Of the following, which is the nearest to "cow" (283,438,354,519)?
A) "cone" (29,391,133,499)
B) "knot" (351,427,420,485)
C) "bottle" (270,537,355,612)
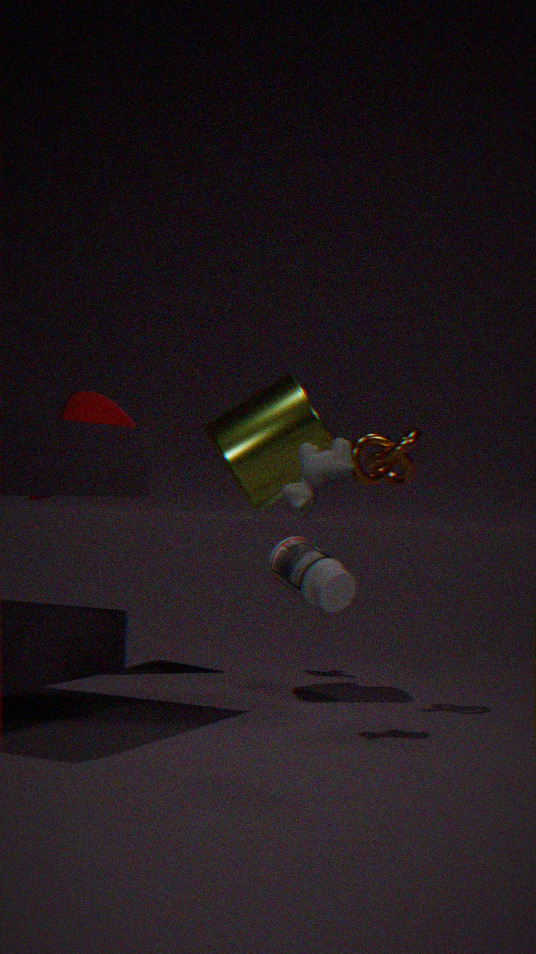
"knot" (351,427,420,485)
